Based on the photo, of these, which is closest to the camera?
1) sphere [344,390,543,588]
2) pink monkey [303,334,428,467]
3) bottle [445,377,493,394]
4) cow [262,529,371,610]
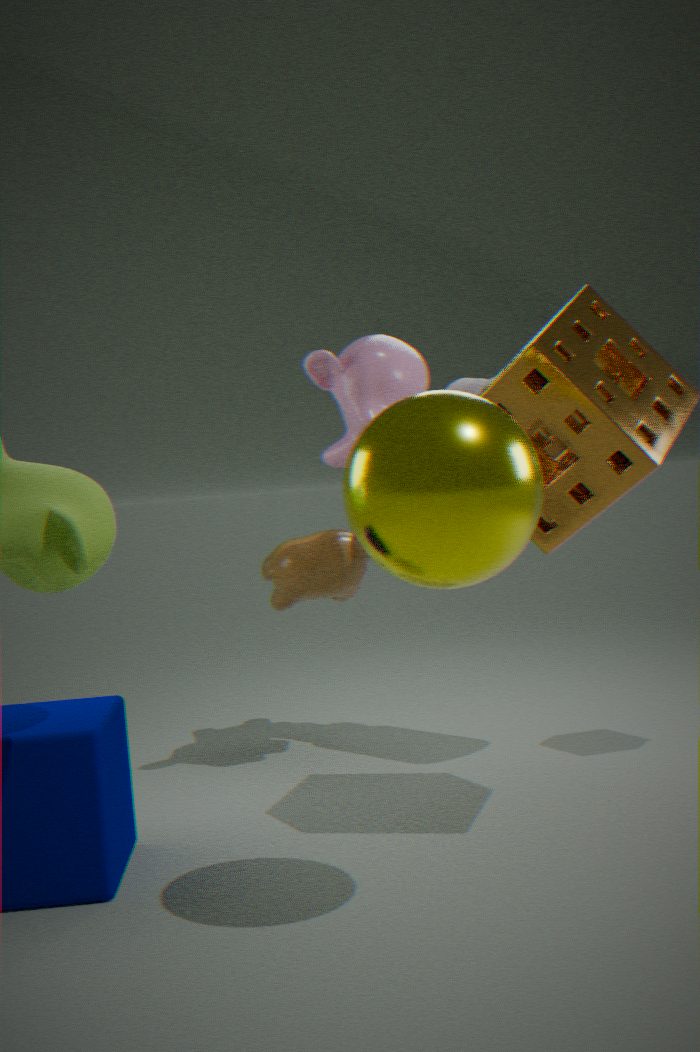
1. sphere [344,390,543,588]
